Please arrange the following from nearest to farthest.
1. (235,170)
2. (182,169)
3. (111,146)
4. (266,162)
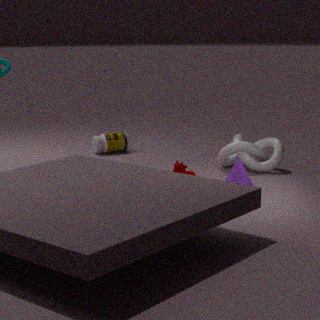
(182,169) < (235,170) < (266,162) < (111,146)
